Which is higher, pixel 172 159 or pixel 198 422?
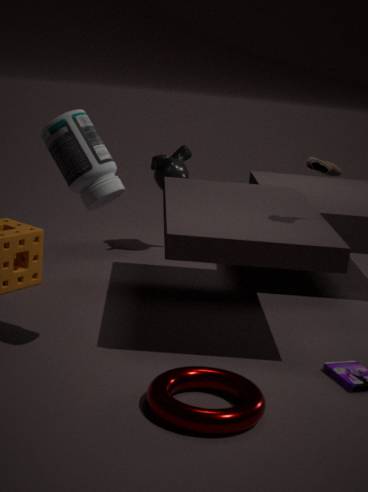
pixel 172 159
